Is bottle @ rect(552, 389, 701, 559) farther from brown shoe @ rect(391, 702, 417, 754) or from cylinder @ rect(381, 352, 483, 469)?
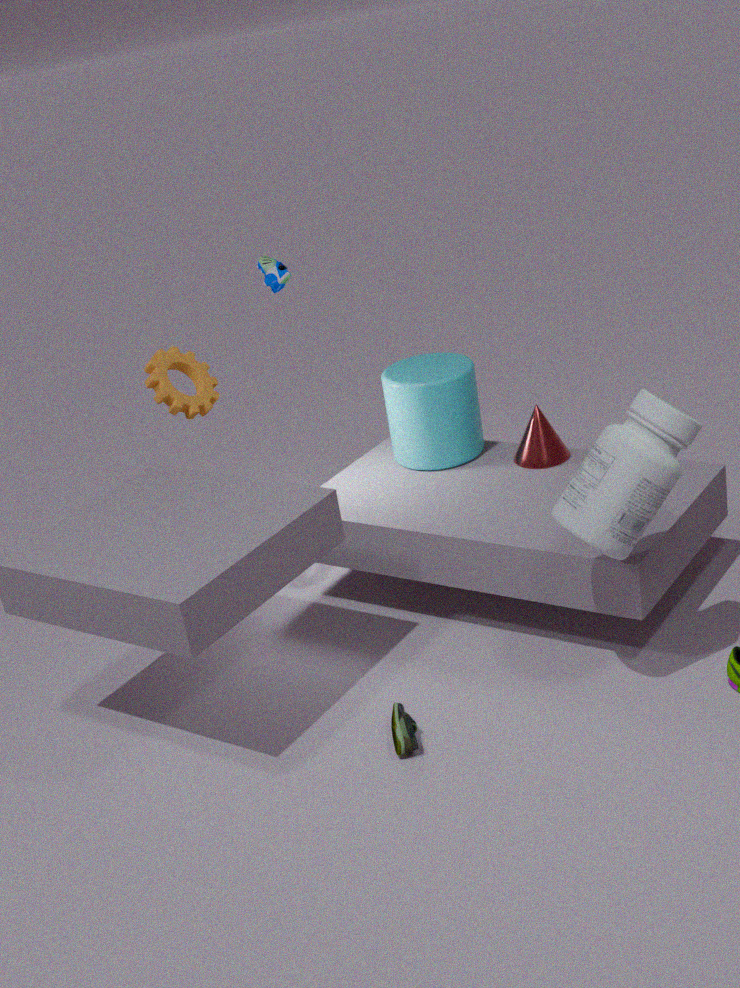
cylinder @ rect(381, 352, 483, 469)
